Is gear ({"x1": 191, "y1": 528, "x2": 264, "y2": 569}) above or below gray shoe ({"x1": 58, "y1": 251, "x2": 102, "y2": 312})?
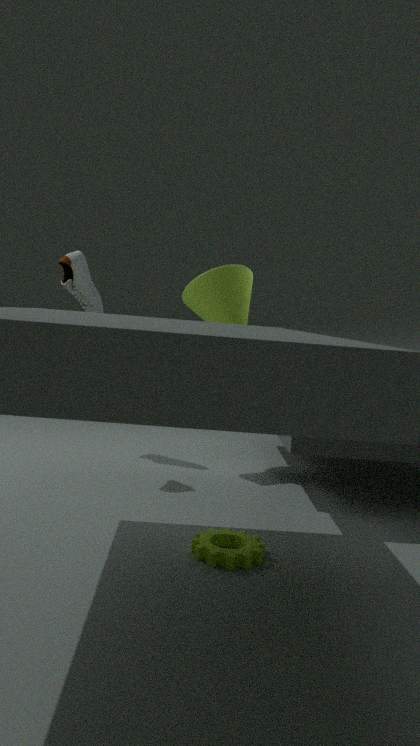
below
